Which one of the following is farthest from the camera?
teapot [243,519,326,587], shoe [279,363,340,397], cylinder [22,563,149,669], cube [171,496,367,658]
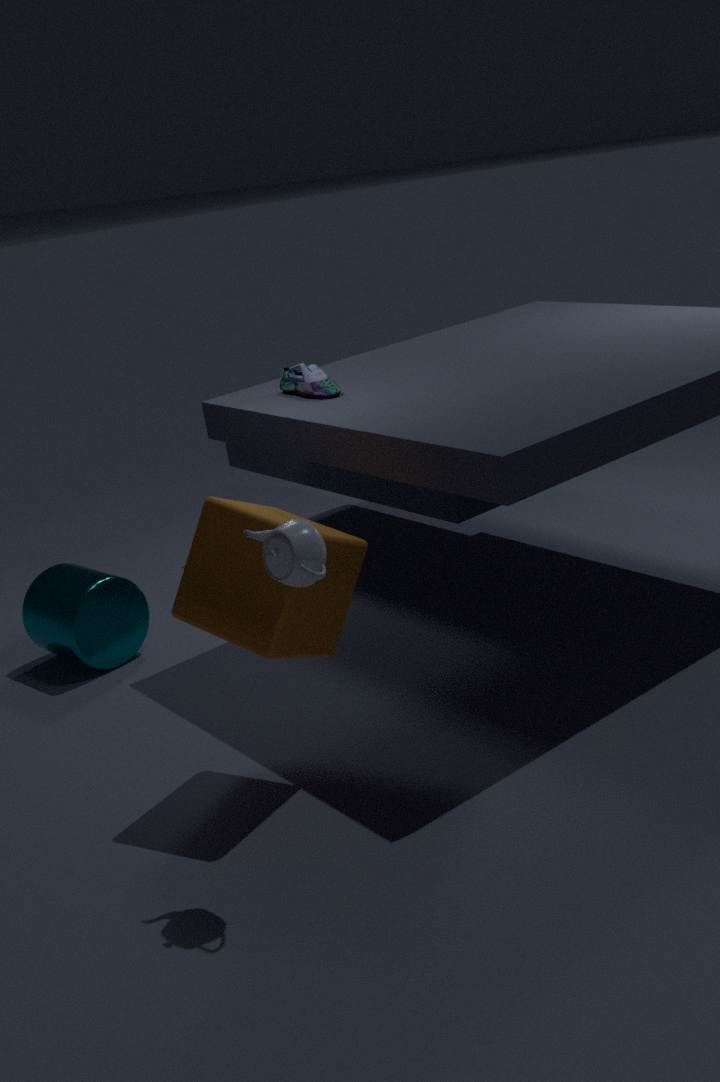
cylinder [22,563,149,669]
